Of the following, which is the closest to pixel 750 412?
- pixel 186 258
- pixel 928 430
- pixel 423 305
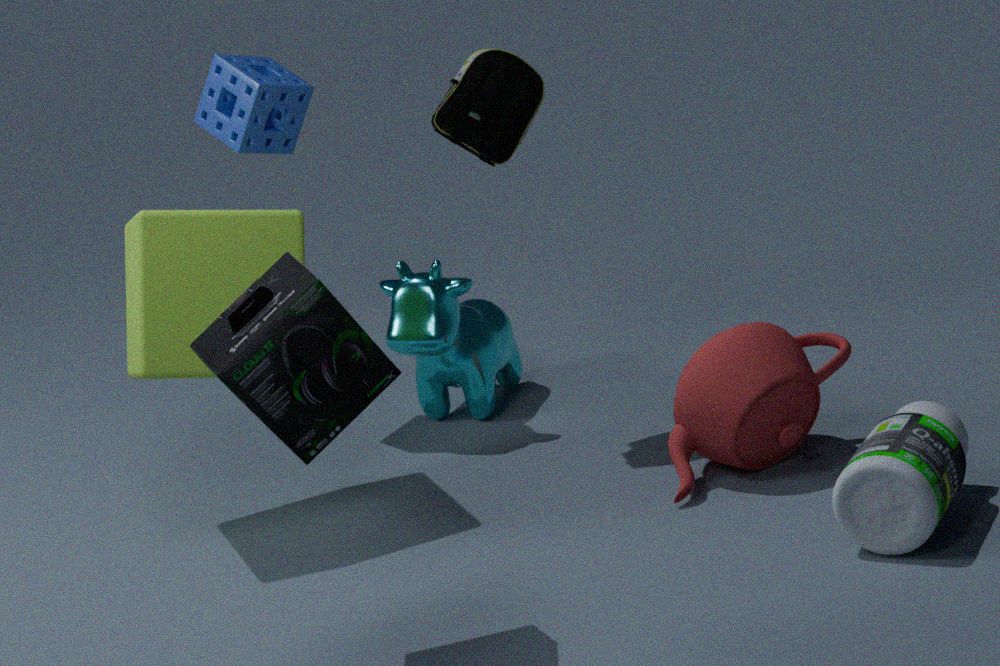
pixel 928 430
